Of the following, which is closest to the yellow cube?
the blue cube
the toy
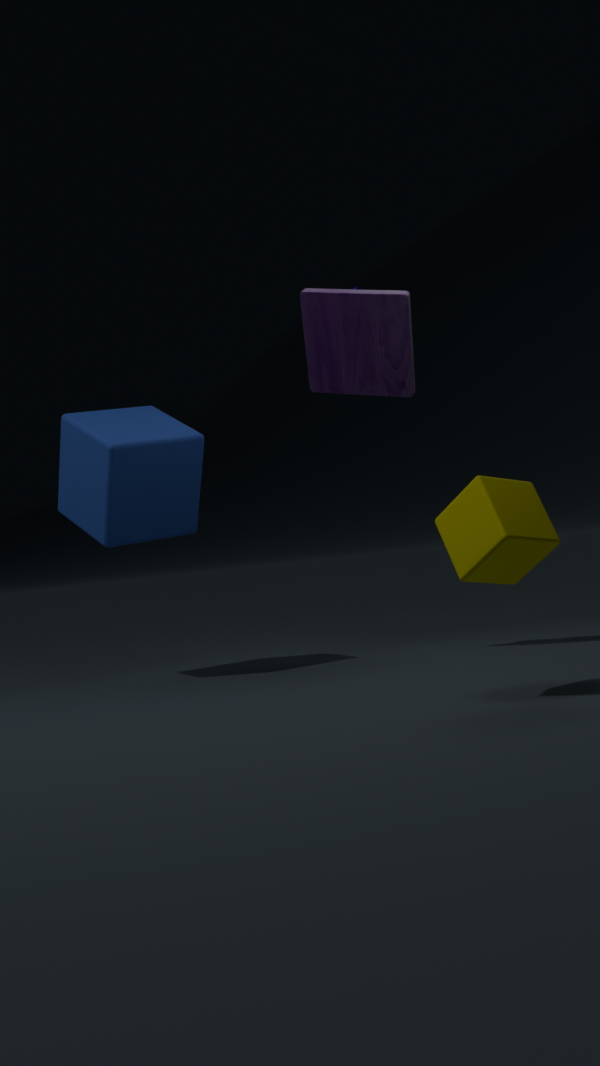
the toy
